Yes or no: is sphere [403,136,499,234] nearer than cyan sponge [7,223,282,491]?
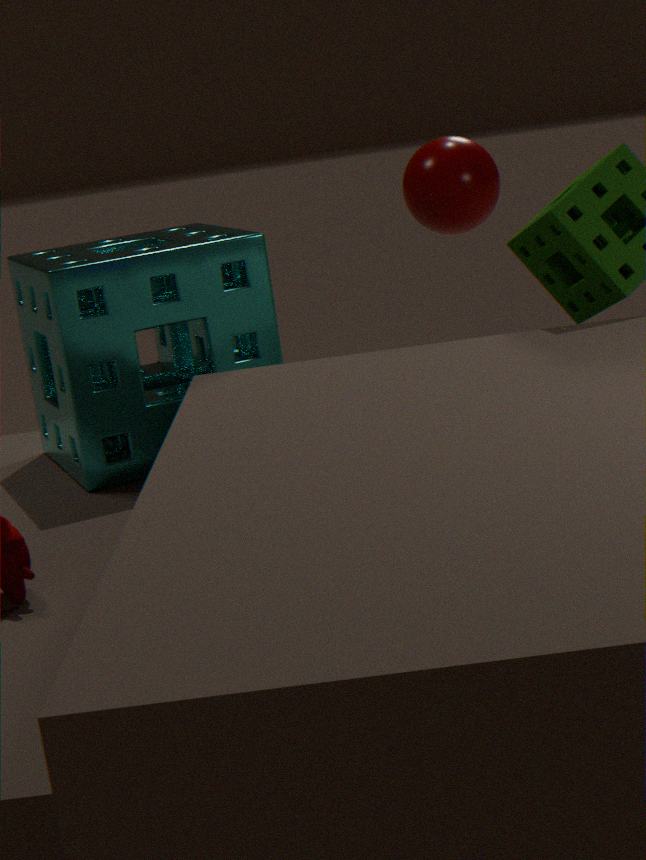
No
